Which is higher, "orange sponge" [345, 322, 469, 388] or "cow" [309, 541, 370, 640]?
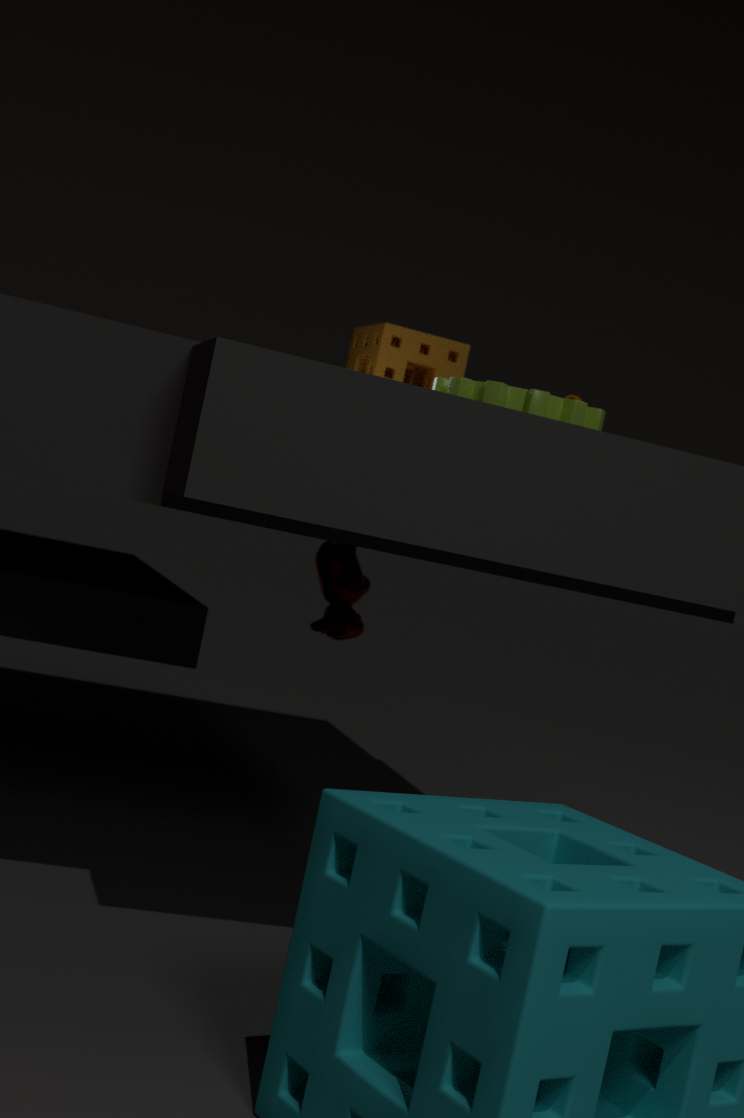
"orange sponge" [345, 322, 469, 388]
